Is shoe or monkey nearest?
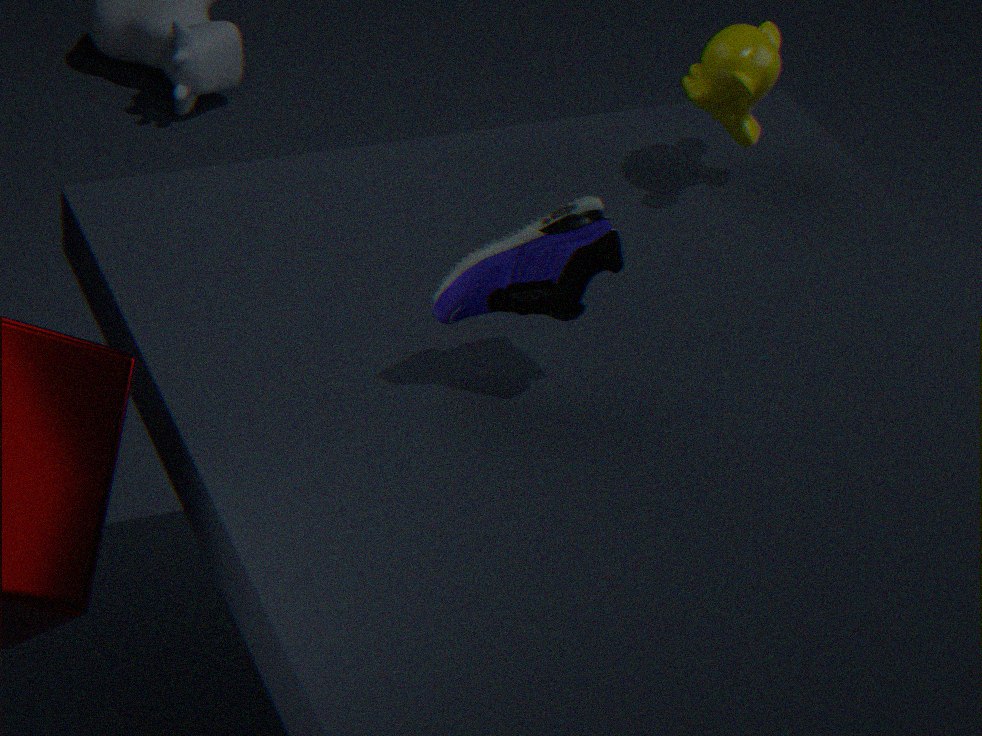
shoe
